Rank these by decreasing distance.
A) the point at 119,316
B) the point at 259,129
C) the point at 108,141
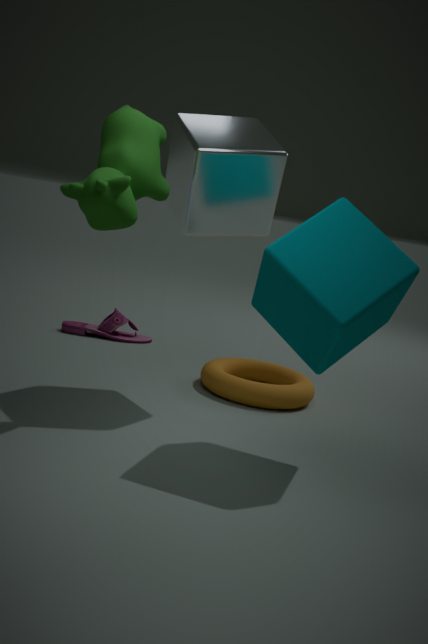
the point at 119,316, the point at 259,129, the point at 108,141
